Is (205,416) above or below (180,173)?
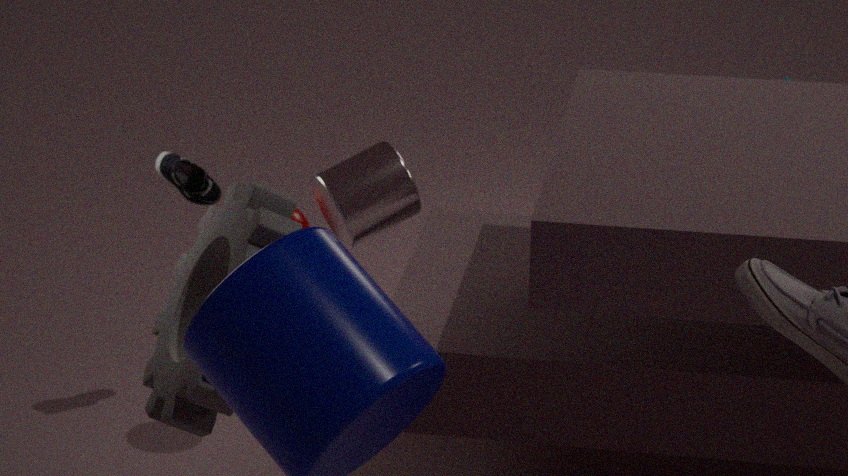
above
